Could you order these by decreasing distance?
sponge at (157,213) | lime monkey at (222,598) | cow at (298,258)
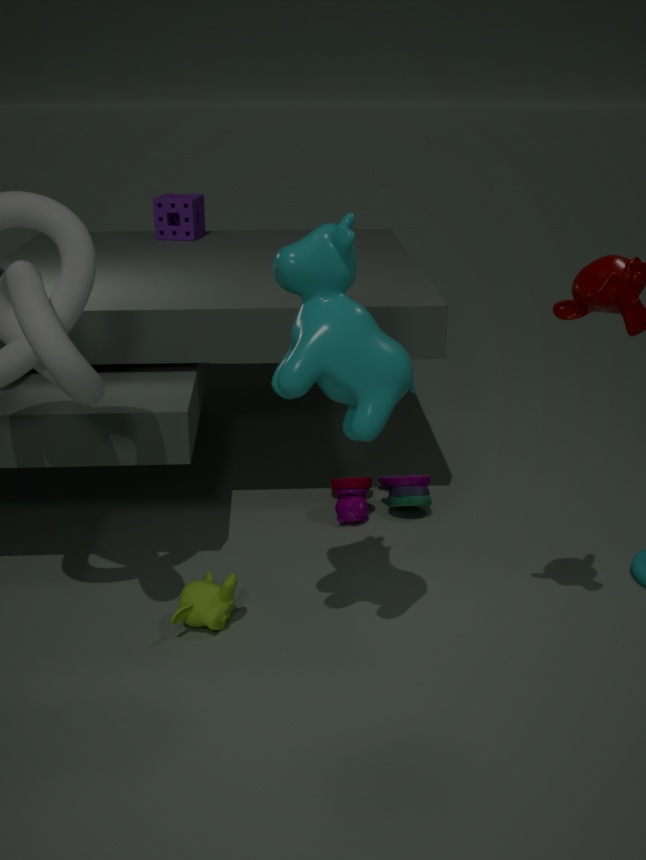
sponge at (157,213) < lime monkey at (222,598) < cow at (298,258)
